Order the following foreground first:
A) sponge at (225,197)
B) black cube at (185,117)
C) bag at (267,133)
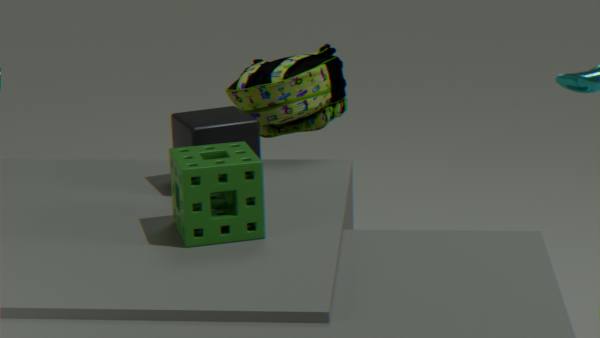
sponge at (225,197)
black cube at (185,117)
bag at (267,133)
